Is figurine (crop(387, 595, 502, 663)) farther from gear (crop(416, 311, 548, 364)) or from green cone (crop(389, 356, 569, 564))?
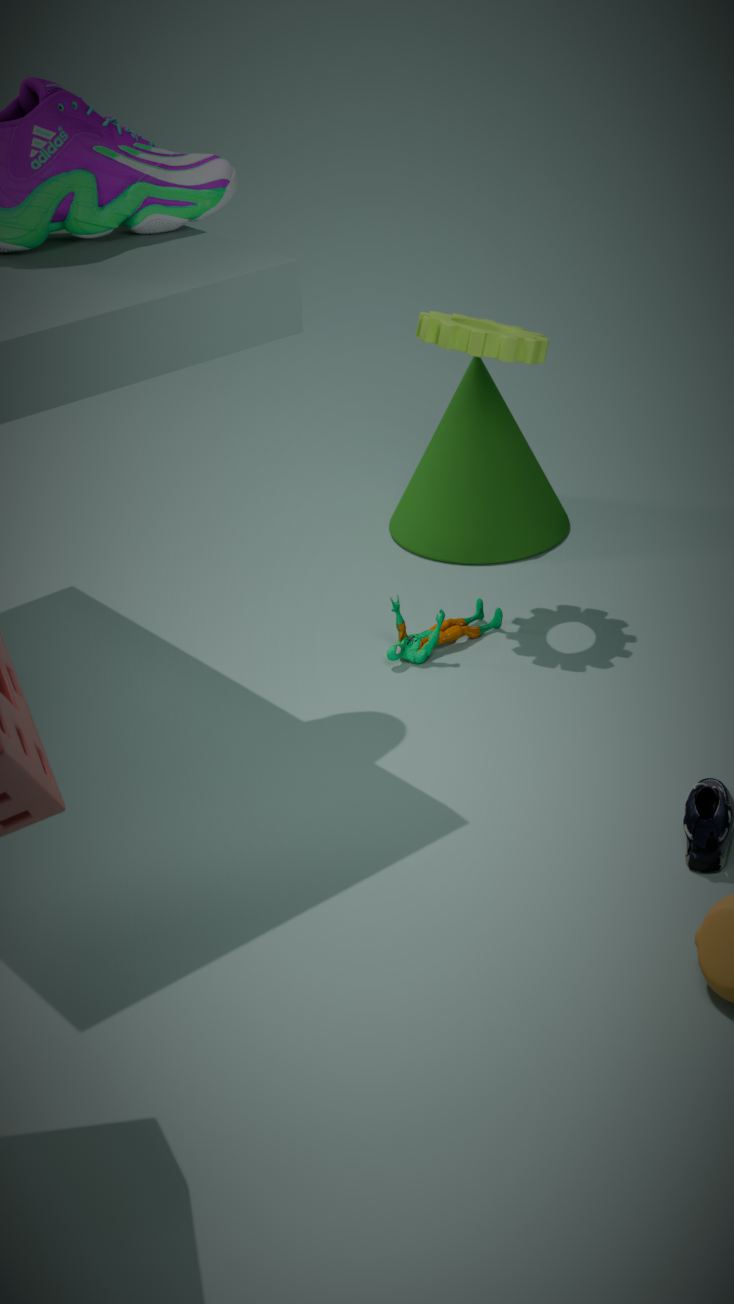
gear (crop(416, 311, 548, 364))
